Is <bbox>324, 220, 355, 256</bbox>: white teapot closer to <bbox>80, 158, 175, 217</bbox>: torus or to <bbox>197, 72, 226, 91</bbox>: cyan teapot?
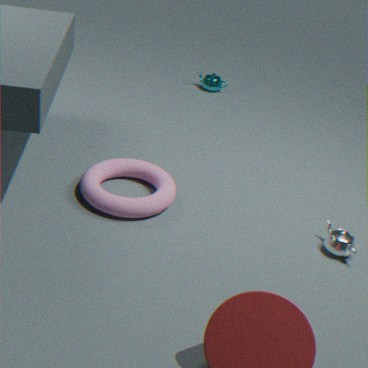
<bbox>80, 158, 175, 217</bbox>: torus
